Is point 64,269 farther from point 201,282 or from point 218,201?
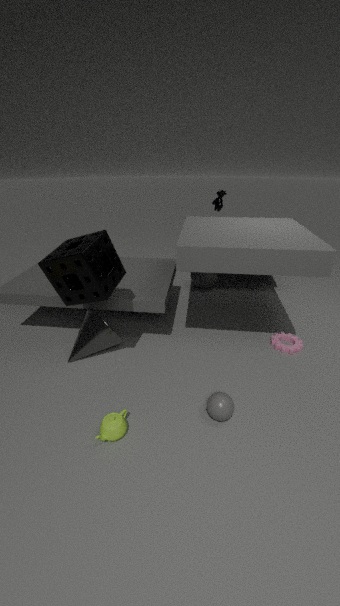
point 218,201
